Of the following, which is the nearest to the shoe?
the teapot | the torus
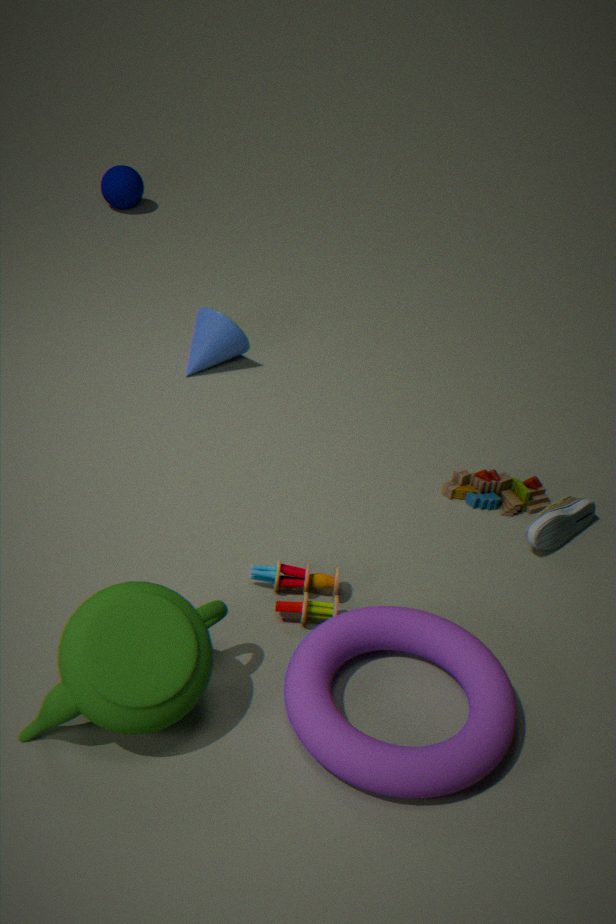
the torus
